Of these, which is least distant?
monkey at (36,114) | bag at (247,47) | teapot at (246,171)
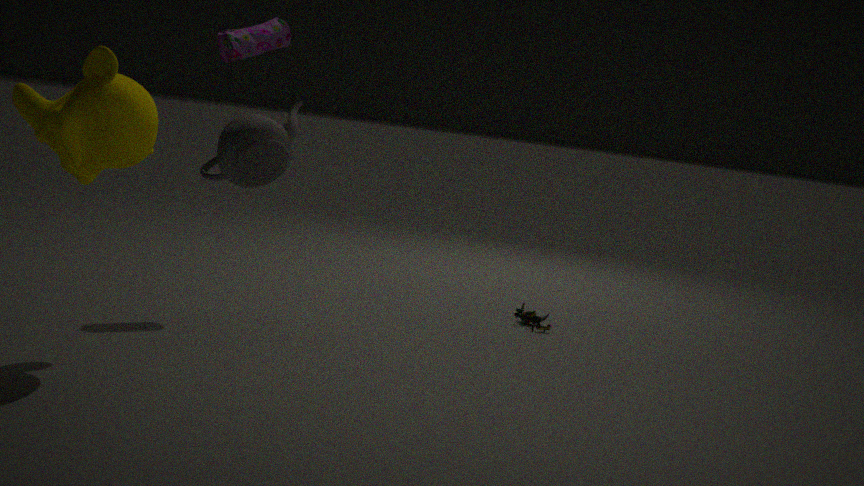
teapot at (246,171)
